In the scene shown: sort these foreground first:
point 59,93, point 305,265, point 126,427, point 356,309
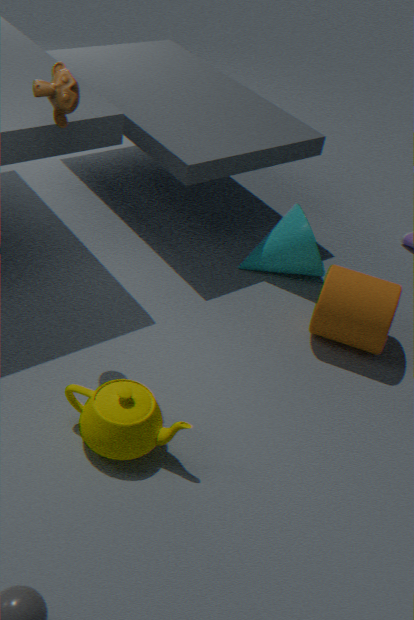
point 126,427 → point 59,93 → point 356,309 → point 305,265
